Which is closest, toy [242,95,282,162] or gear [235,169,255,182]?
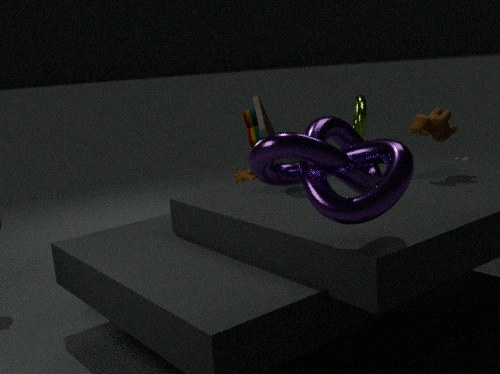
toy [242,95,282,162]
